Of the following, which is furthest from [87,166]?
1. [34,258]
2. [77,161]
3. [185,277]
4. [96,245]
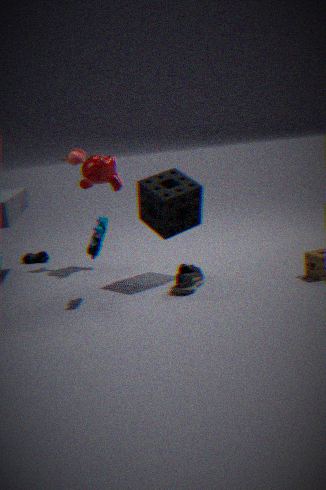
[185,277]
